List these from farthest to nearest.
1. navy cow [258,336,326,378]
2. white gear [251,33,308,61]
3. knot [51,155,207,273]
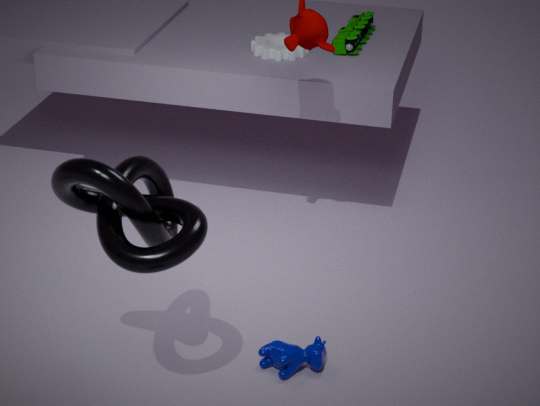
white gear [251,33,308,61], navy cow [258,336,326,378], knot [51,155,207,273]
